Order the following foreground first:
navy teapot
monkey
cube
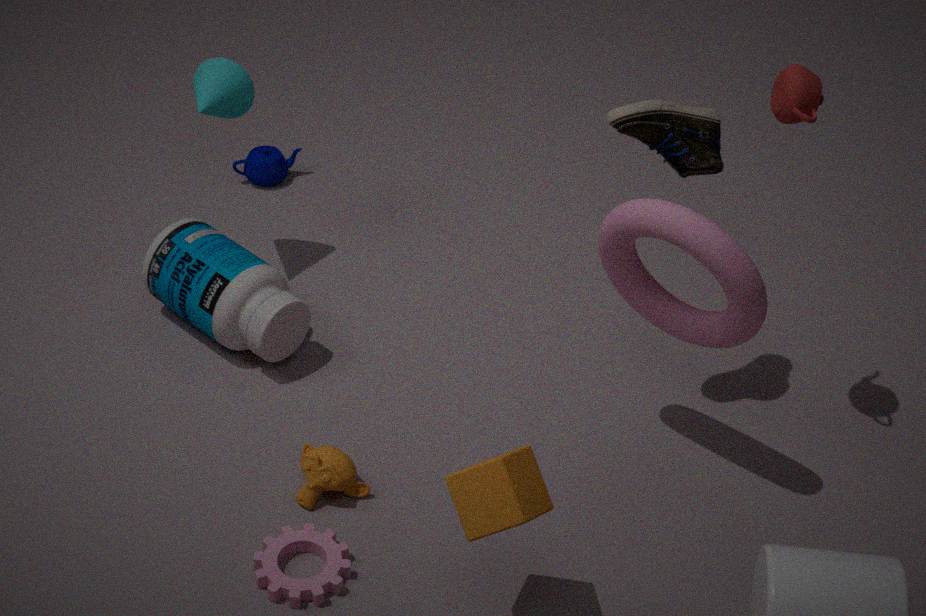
cube → monkey → navy teapot
